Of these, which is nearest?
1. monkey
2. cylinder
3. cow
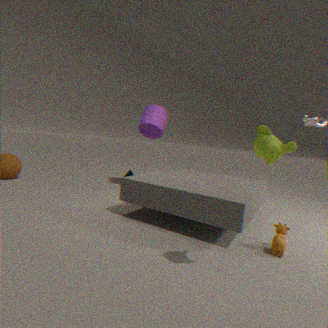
monkey
